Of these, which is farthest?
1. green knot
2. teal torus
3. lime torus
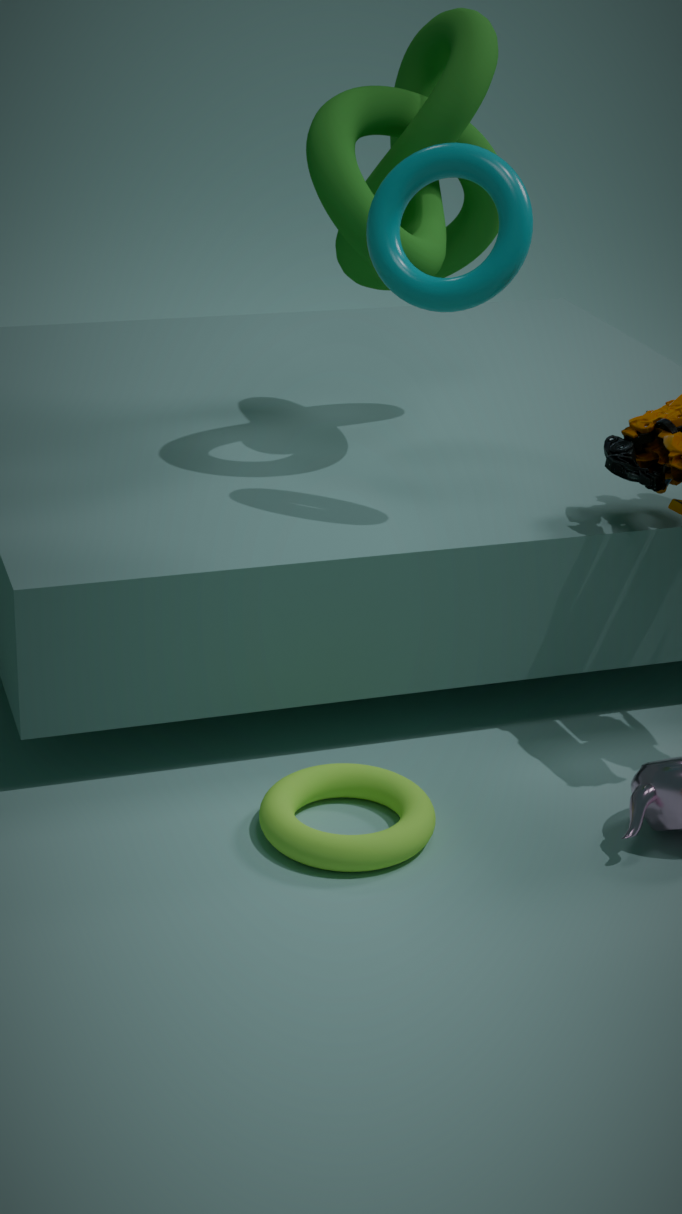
green knot
